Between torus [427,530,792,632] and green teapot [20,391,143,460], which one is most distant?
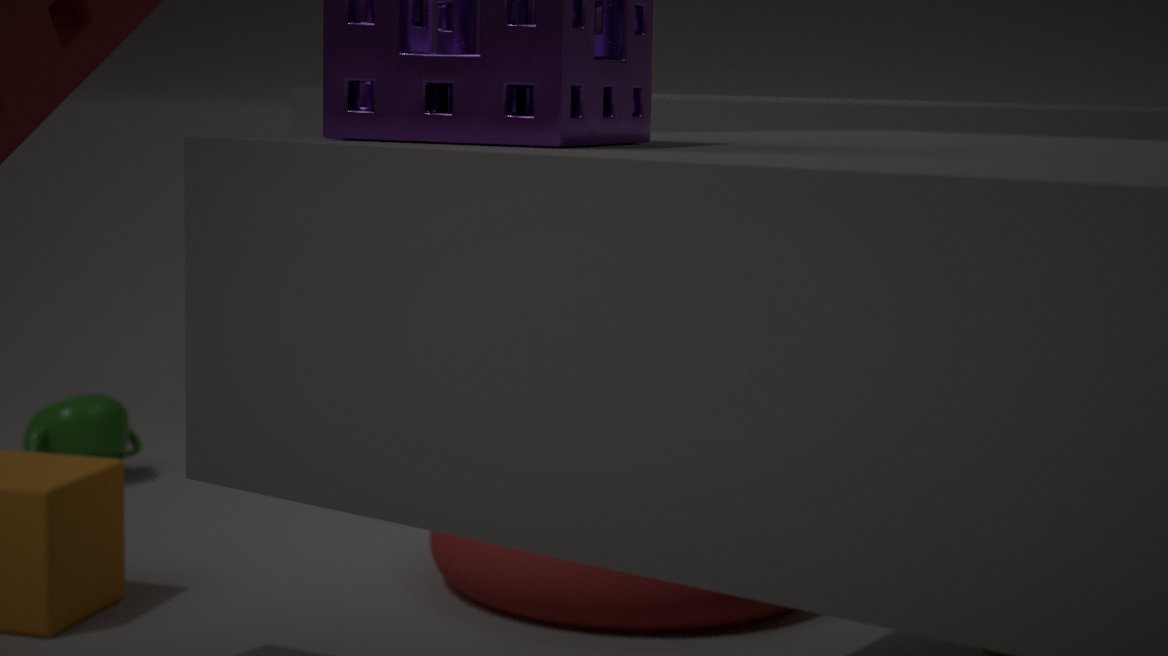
green teapot [20,391,143,460]
